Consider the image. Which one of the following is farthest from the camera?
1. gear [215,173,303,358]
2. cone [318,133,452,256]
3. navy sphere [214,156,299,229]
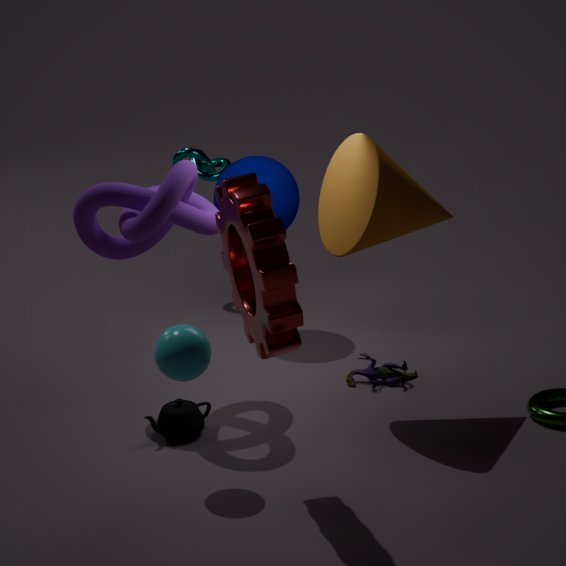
navy sphere [214,156,299,229]
